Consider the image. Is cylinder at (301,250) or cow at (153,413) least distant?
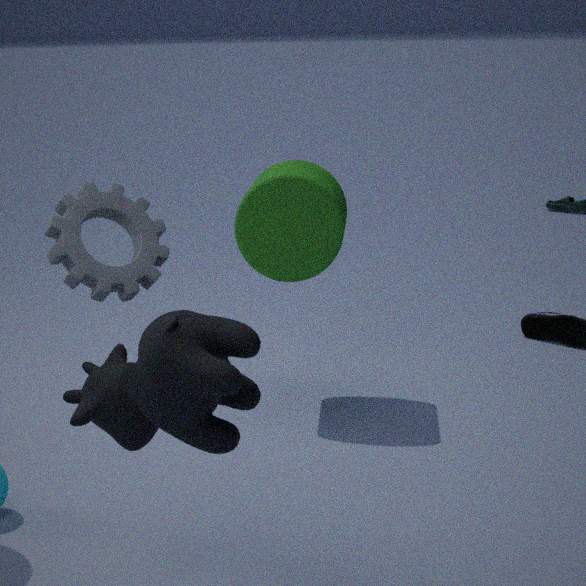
cow at (153,413)
